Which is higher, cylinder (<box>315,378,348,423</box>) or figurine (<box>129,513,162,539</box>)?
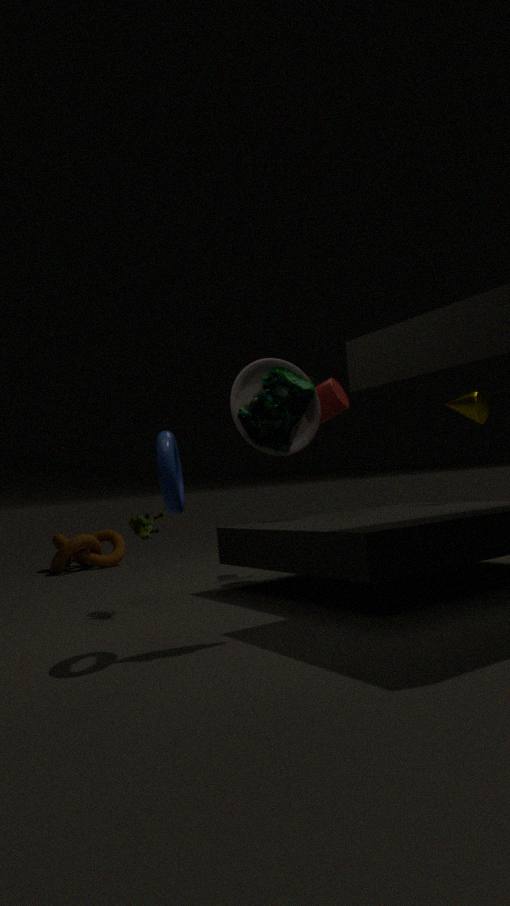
cylinder (<box>315,378,348,423</box>)
